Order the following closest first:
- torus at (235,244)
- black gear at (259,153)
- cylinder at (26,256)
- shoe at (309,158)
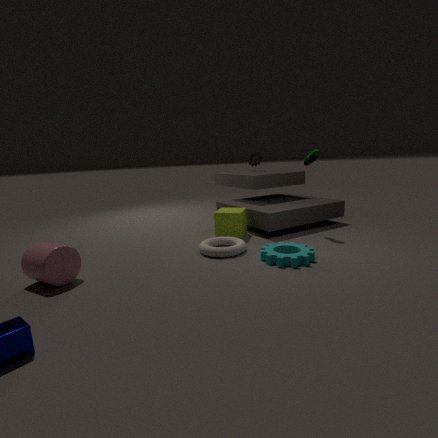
1. cylinder at (26,256)
2. torus at (235,244)
3. shoe at (309,158)
4. black gear at (259,153)
